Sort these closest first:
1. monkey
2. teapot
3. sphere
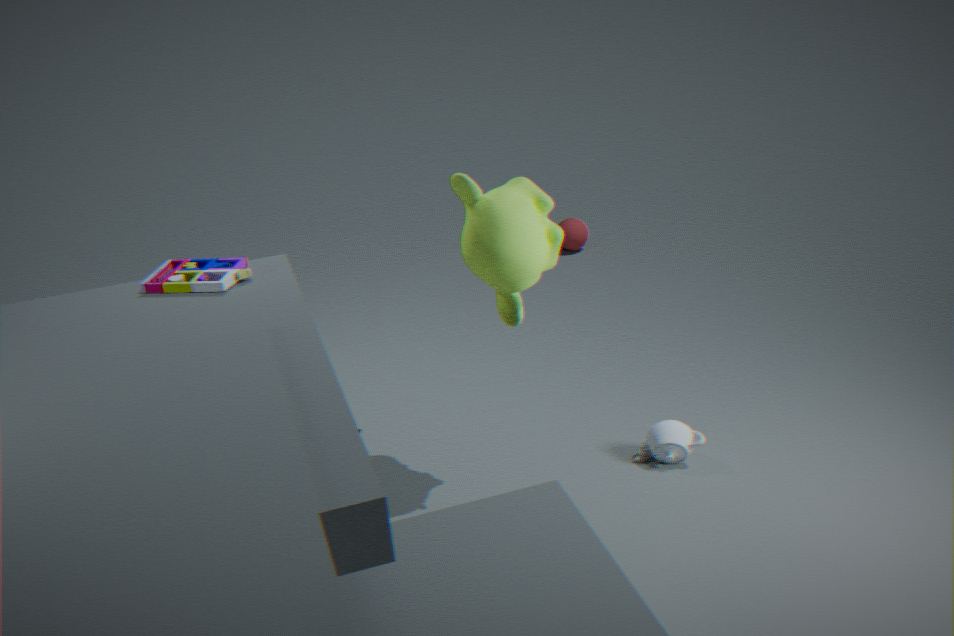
1. monkey
2. teapot
3. sphere
